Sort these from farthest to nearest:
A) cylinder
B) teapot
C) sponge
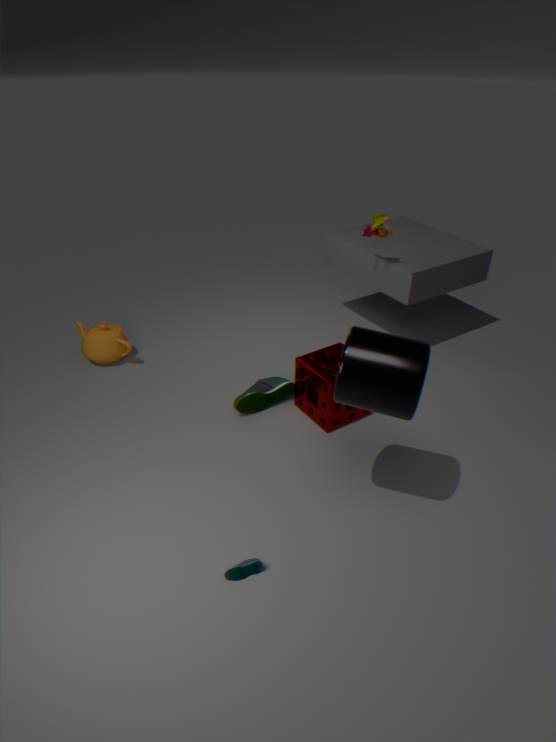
teapot < sponge < cylinder
